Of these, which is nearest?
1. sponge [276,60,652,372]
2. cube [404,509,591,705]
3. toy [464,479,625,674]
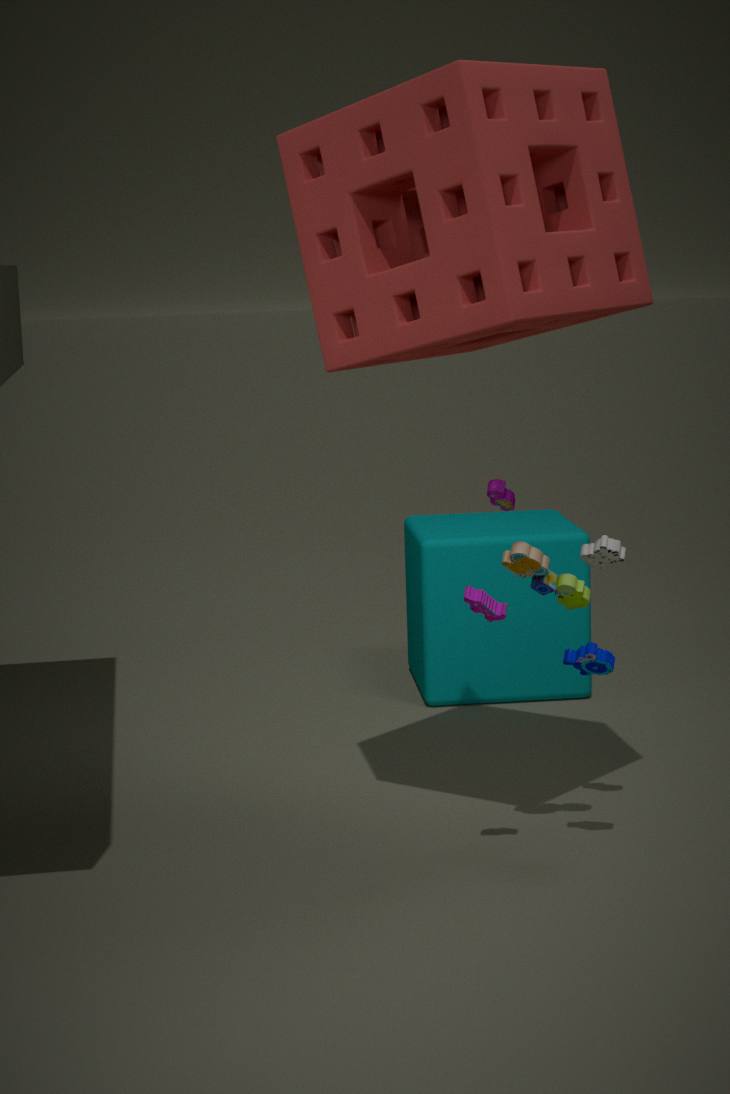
sponge [276,60,652,372]
